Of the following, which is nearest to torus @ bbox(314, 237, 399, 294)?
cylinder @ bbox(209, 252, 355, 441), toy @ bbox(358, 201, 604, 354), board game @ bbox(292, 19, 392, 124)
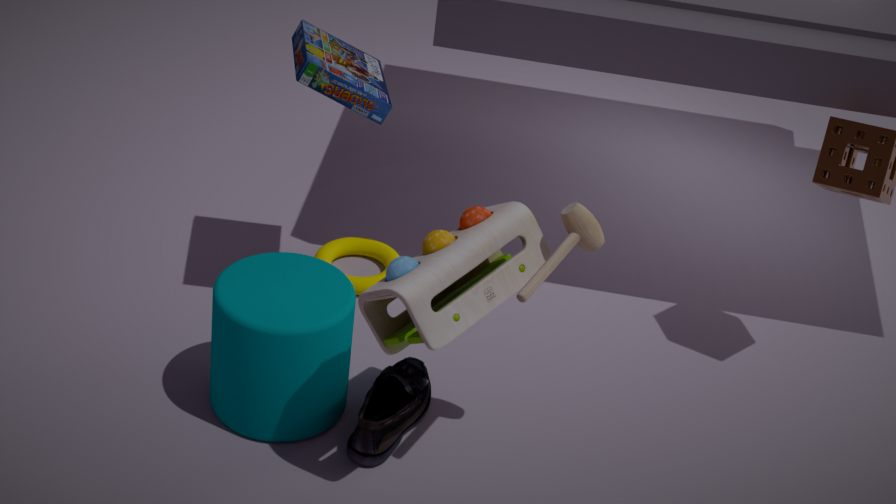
cylinder @ bbox(209, 252, 355, 441)
